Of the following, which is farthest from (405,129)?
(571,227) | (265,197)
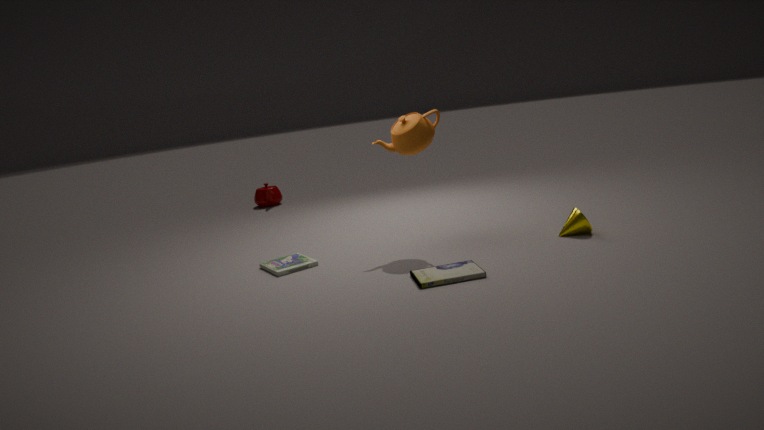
(265,197)
